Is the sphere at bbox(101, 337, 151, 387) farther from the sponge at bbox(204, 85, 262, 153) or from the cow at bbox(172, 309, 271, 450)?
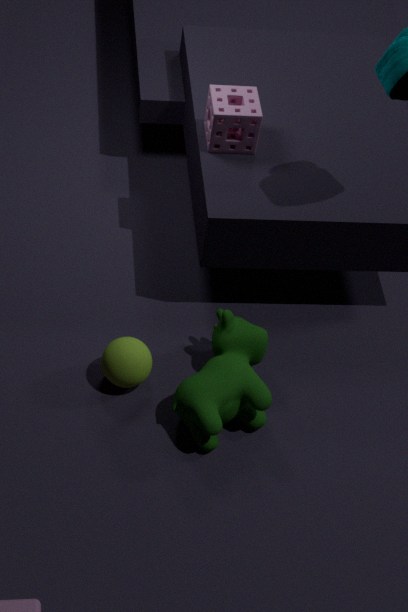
the sponge at bbox(204, 85, 262, 153)
